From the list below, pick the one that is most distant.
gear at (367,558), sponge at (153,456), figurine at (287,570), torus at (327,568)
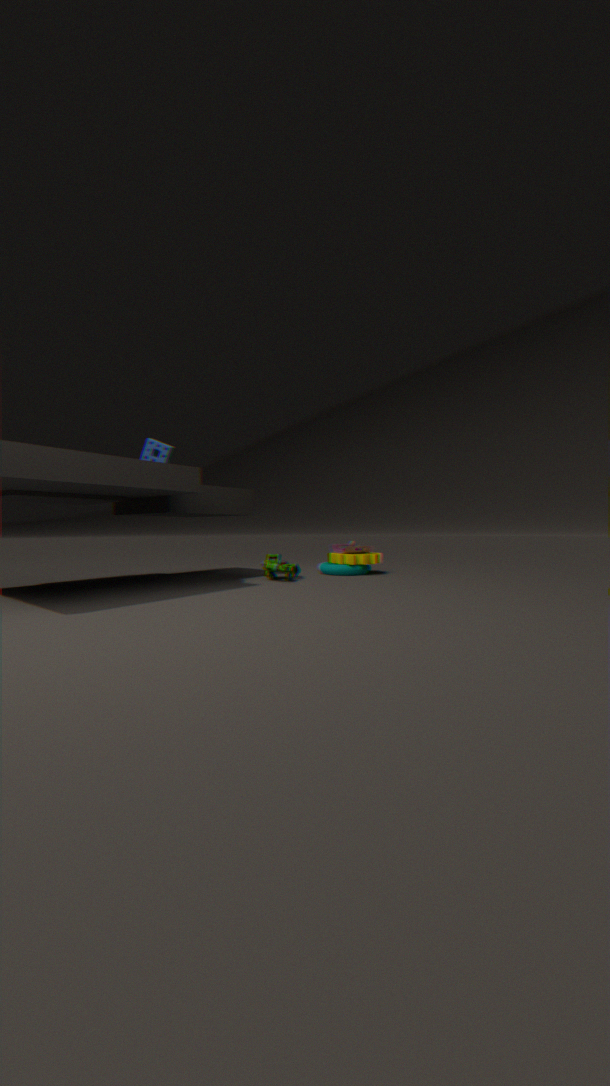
torus at (327,568)
